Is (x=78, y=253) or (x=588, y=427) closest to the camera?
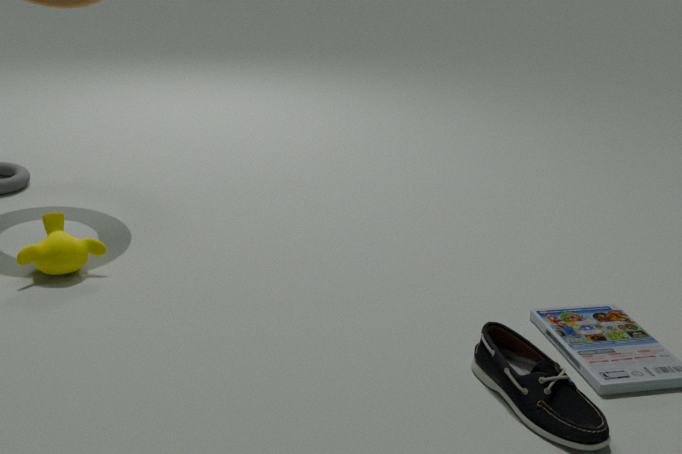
(x=588, y=427)
